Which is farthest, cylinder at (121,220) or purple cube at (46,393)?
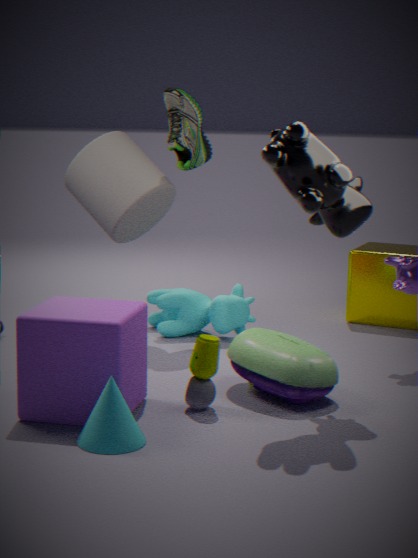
cylinder at (121,220)
